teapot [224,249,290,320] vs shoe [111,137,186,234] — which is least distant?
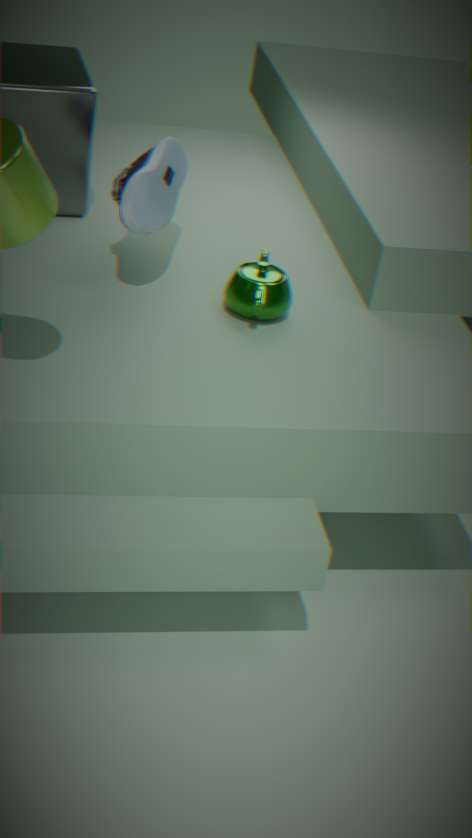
shoe [111,137,186,234]
